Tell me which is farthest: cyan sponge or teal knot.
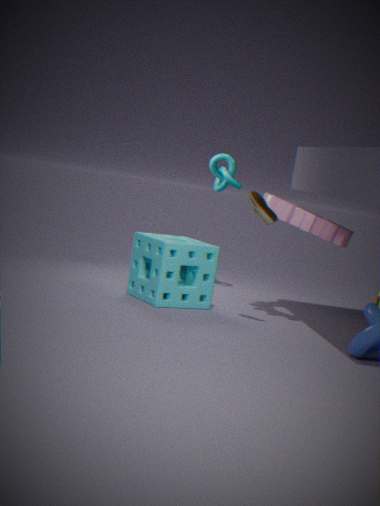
teal knot
